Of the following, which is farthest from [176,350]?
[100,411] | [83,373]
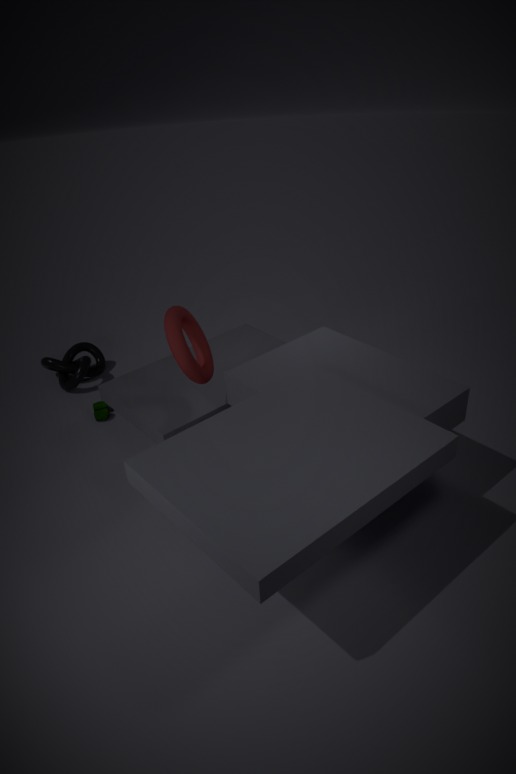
[83,373]
